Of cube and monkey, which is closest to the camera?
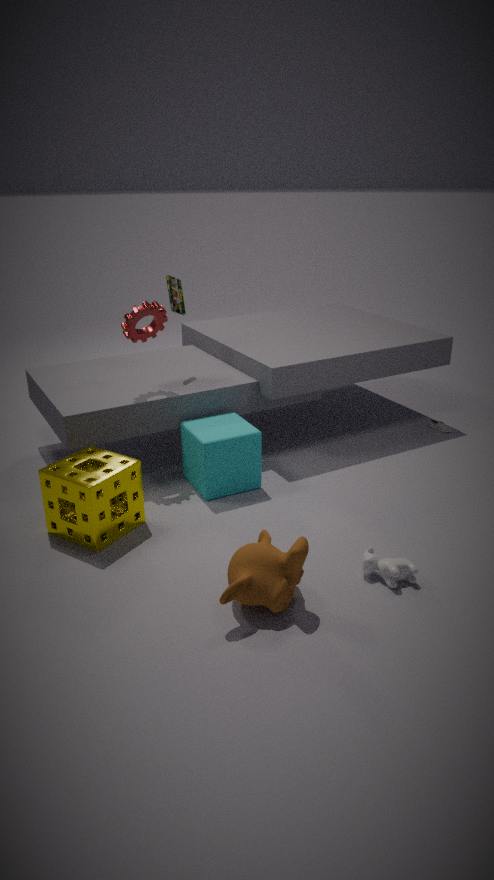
monkey
